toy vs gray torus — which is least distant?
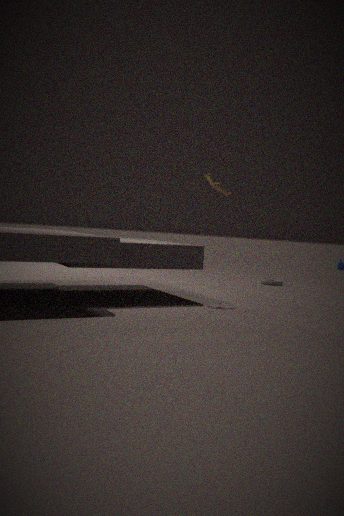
toy
